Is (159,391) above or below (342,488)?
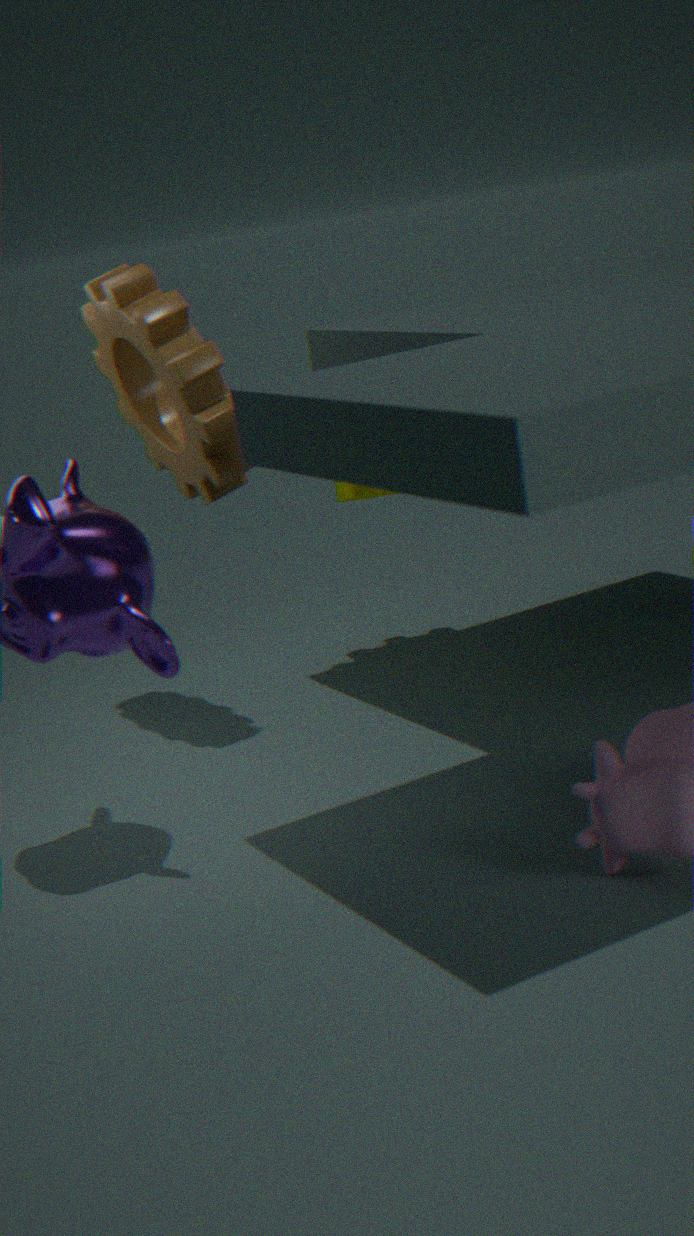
above
